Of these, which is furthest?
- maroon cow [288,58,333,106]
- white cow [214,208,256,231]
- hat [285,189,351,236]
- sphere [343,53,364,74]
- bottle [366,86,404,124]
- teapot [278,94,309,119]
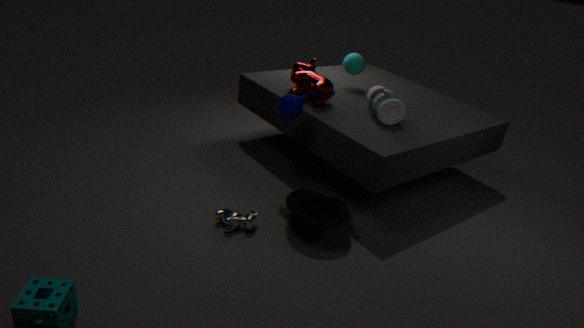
sphere [343,53,364,74]
